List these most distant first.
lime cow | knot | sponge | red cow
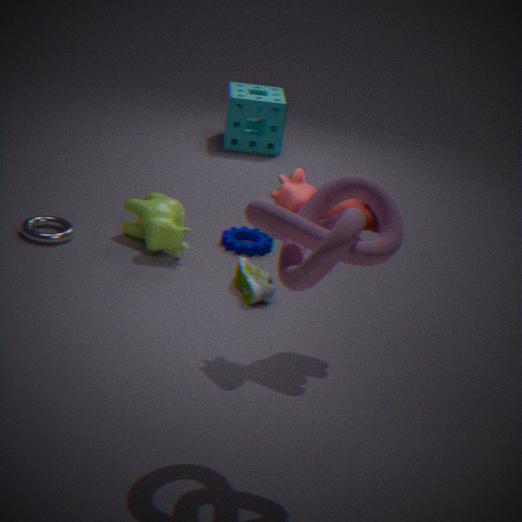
sponge, lime cow, red cow, knot
